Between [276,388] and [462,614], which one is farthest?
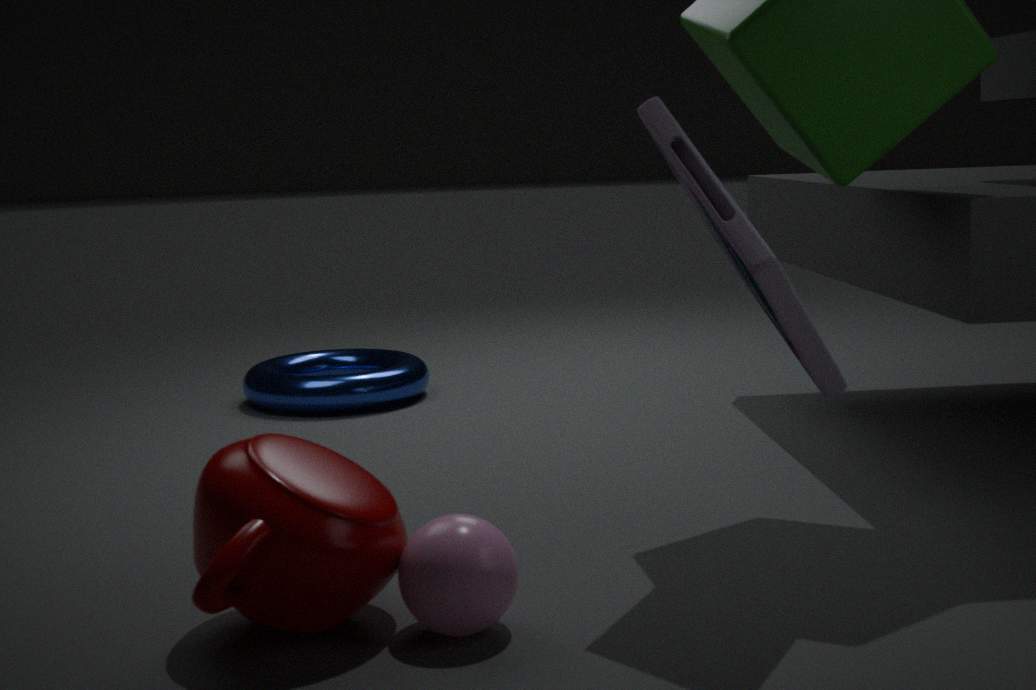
[276,388]
